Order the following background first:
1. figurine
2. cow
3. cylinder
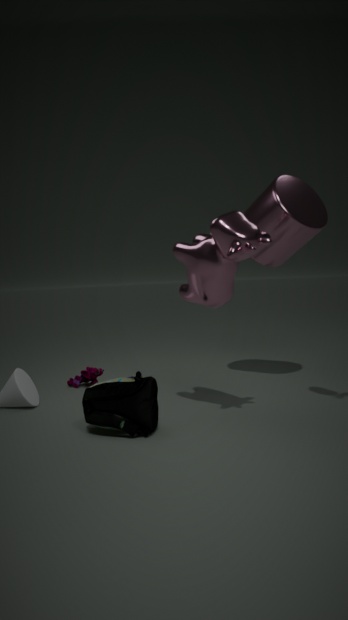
figurine → cylinder → cow
